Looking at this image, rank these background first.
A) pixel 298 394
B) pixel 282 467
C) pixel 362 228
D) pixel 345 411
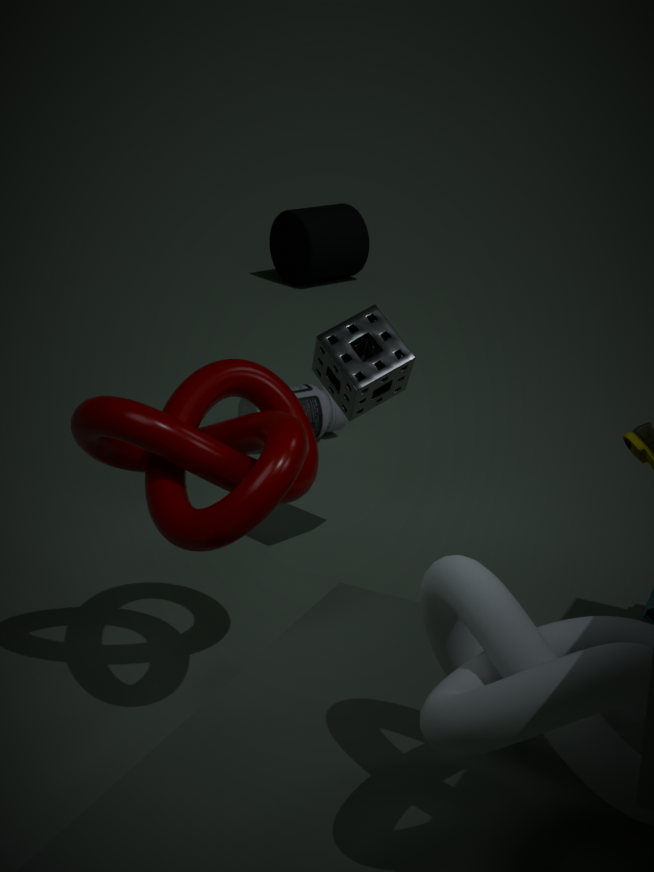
1. pixel 362 228
2. pixel 298 394
3. pixel 345 411
4. pixel 282 467
